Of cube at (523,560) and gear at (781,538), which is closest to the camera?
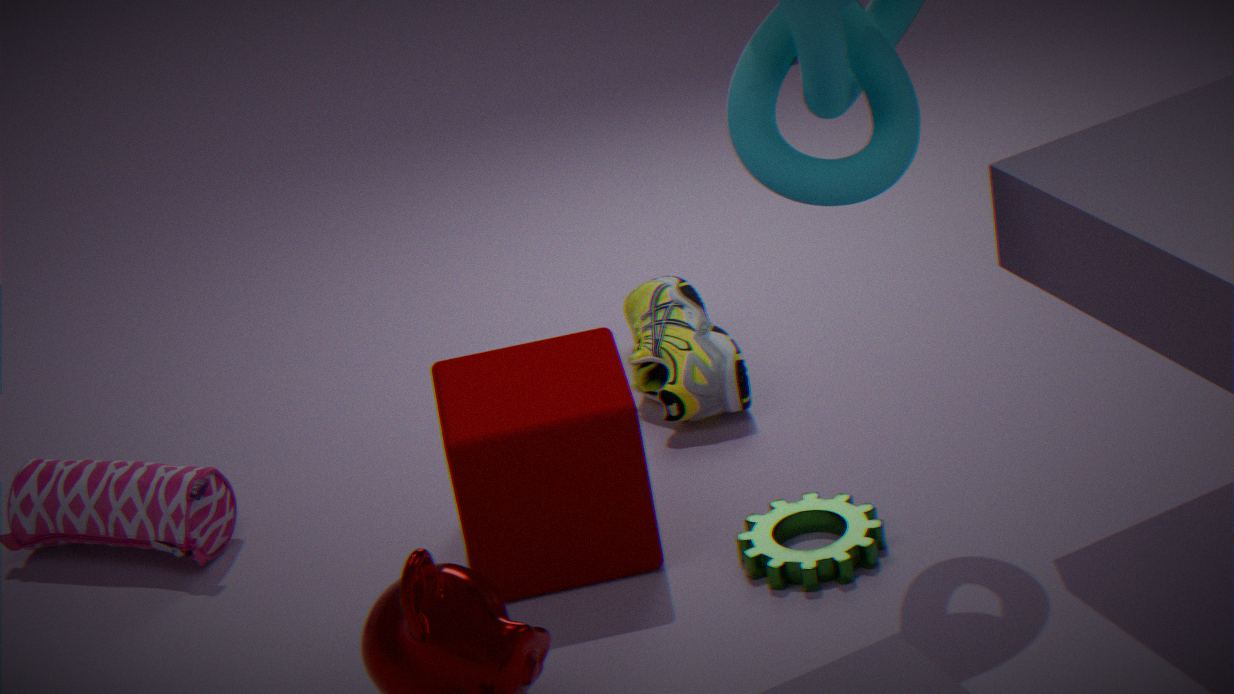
cube at (523,560)
